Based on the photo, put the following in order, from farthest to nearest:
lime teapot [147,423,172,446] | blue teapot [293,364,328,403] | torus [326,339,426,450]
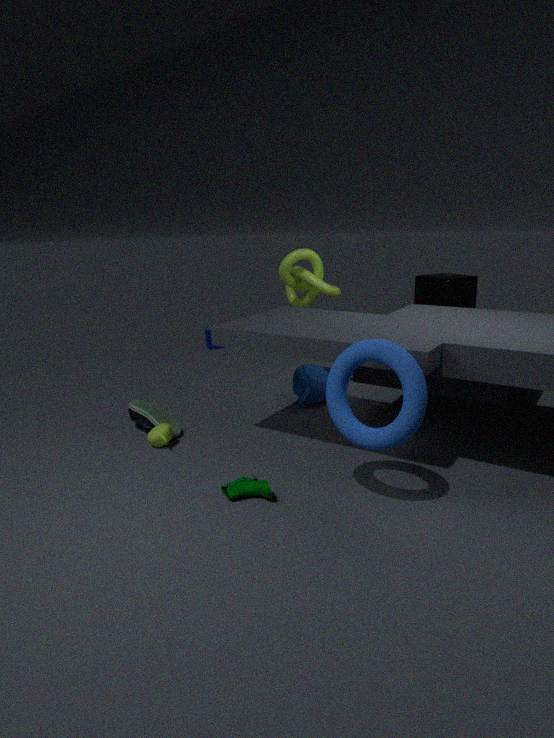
blue teapot [293,364,328,403] < lime teapot [147,423,172,446] < torus [326,339,426,450]
